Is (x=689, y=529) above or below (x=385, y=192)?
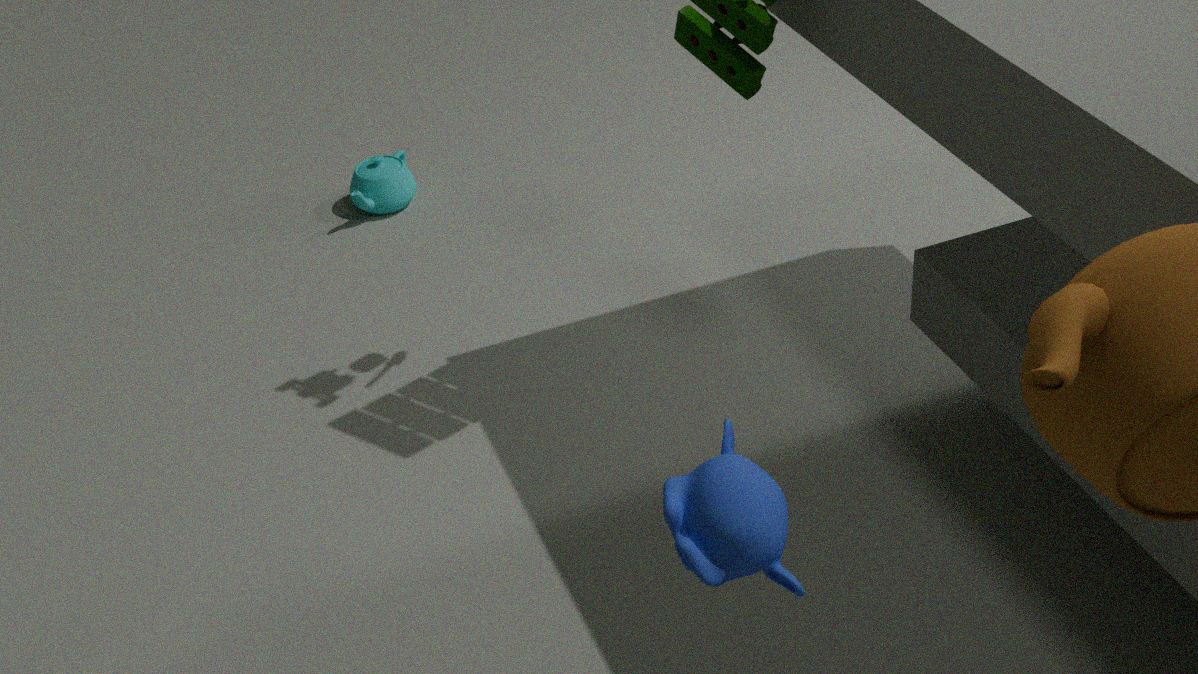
above
